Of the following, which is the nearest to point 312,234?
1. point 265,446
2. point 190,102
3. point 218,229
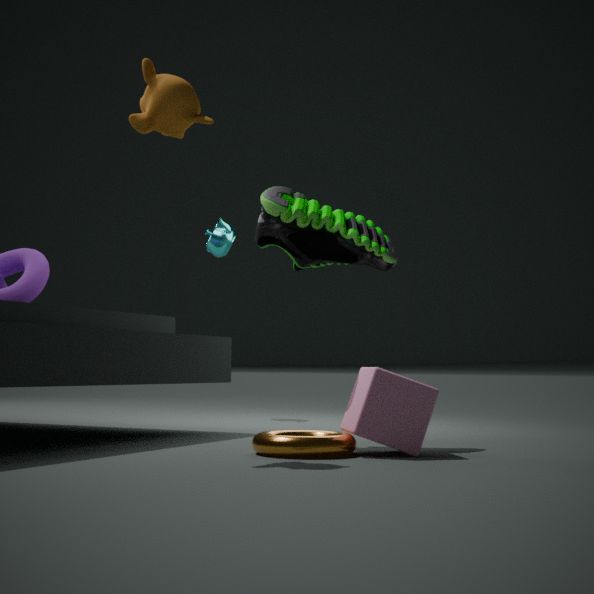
point 190,102
